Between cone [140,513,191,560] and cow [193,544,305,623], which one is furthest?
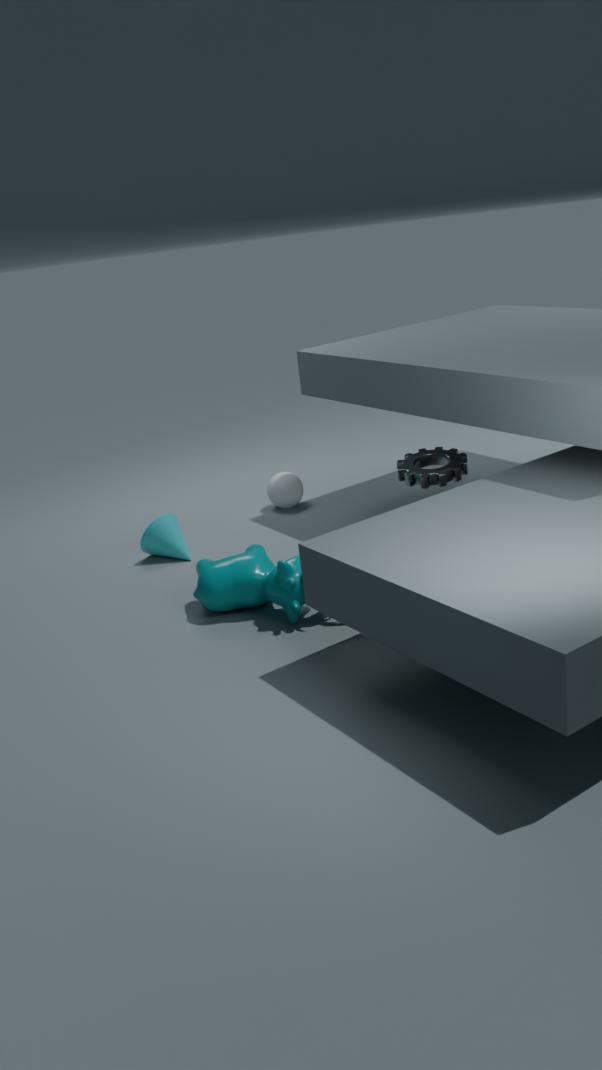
cone [140,513,191,560]
